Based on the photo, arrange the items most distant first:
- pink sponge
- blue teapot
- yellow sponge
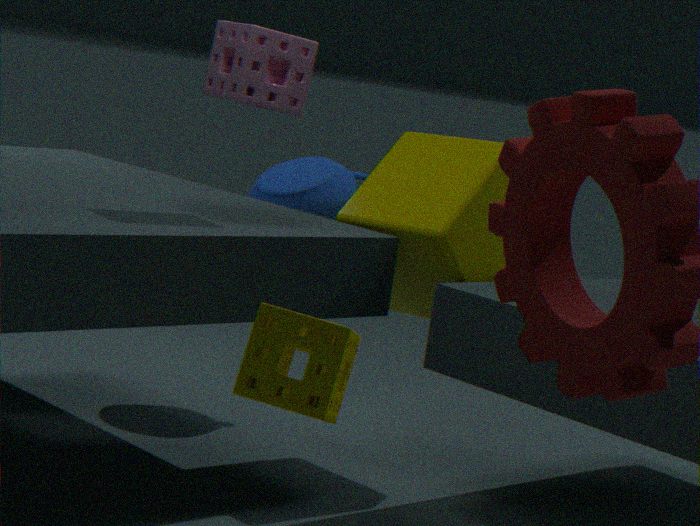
blue teapot, pink sponge, yellow sponge
